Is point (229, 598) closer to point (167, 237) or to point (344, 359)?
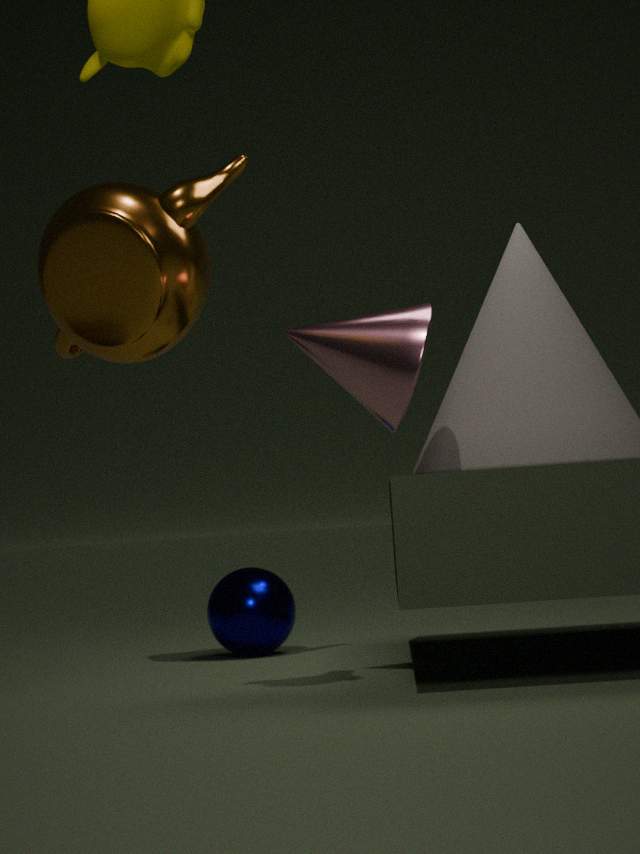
point (167, 237)
